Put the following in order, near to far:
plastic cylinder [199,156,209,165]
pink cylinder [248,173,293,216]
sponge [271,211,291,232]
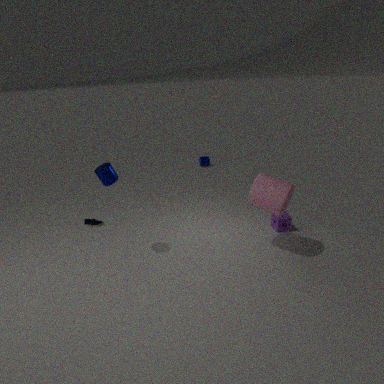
pink cylinder [248,173,293,216] → sponge [271,211,291,232] → plastic cylinder [199,156,209,165]
